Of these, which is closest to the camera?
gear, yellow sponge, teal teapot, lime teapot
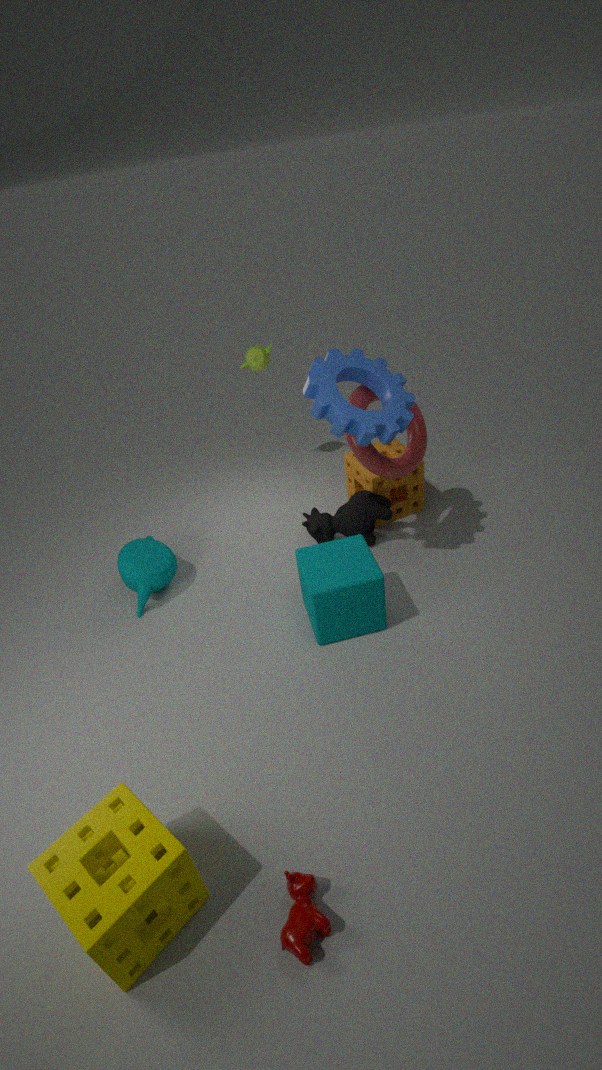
yellow sponge
